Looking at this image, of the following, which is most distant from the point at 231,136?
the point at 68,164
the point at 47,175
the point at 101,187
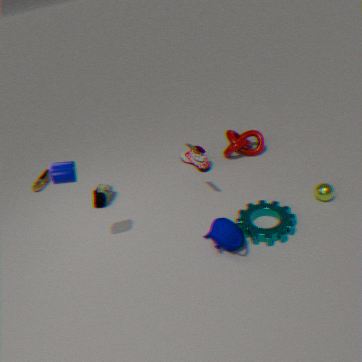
the point at 47,175
